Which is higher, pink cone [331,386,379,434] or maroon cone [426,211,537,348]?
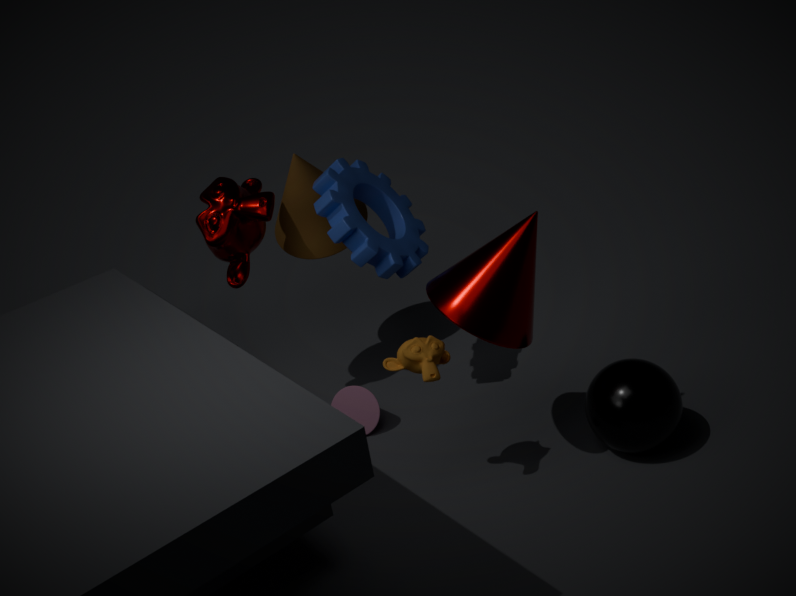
maroon cone [426,211,537,348]
